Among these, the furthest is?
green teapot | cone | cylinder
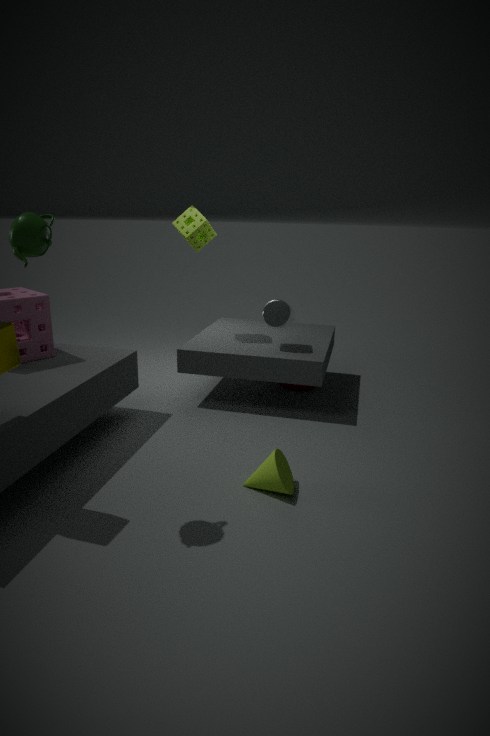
cylinder
